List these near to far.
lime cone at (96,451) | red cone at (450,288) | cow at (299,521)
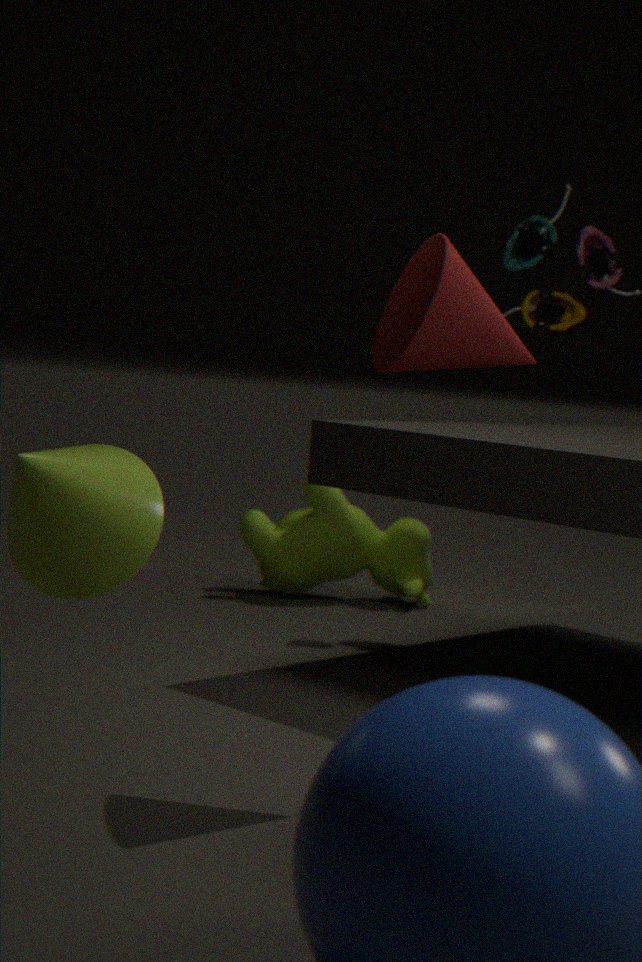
lime cone at (96,451) → red cone at (450,288) → cow at (299,521)
